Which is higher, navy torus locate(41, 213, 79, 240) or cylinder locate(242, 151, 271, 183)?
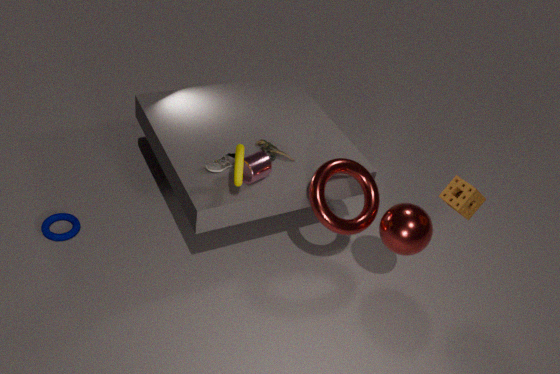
cylinder locate(242, 151, 271, 183)
